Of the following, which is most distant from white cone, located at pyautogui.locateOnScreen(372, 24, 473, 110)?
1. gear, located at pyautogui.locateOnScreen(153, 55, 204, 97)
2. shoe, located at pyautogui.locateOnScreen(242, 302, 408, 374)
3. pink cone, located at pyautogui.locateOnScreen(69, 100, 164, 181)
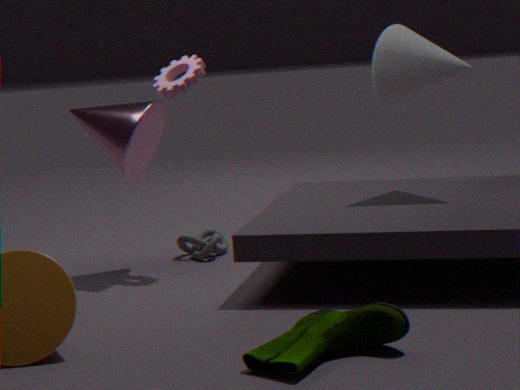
shoe, located at pyautogui.locateOnScreen(242, 302, 408, 374)
